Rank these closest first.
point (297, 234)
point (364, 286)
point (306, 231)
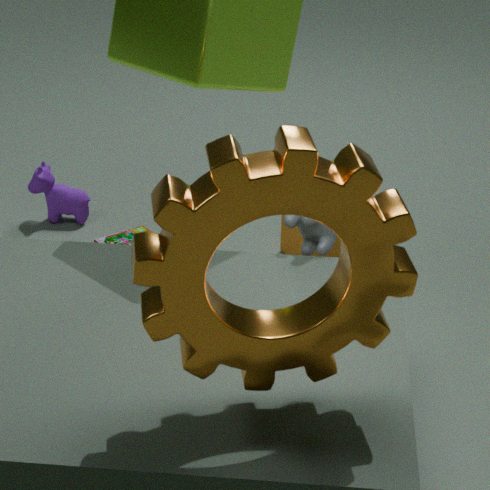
point (364, 286) < point (306, 231) < point (297, 234)
